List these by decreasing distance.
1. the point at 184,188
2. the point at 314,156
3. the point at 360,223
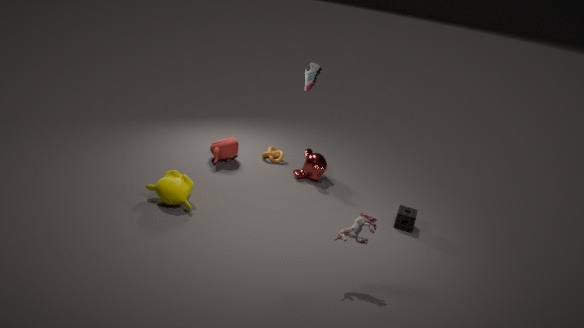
1. the point at 314,156
2. the point at 184,188
3. the point at 360,223
